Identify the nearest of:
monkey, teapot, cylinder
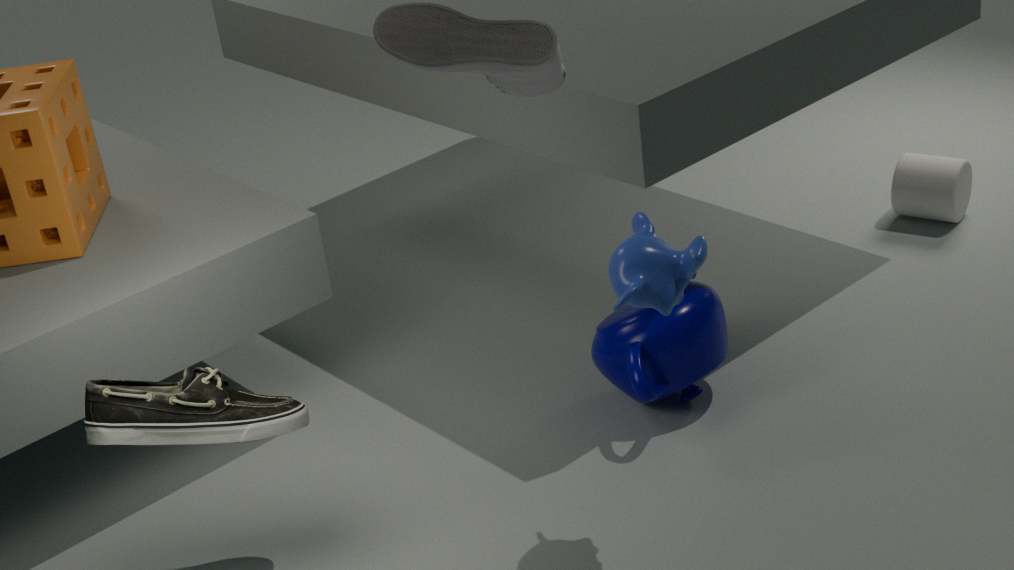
monkey
